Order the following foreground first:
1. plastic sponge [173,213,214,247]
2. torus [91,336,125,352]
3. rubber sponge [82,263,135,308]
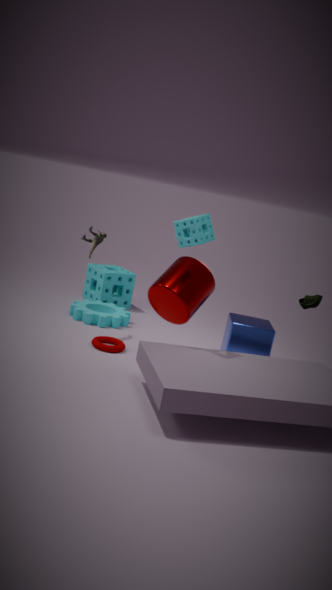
1. plastic sponge [173,213,214,247]
2. torus [91,336,125,352]
3. rubber sponge [82,263,135,308]
